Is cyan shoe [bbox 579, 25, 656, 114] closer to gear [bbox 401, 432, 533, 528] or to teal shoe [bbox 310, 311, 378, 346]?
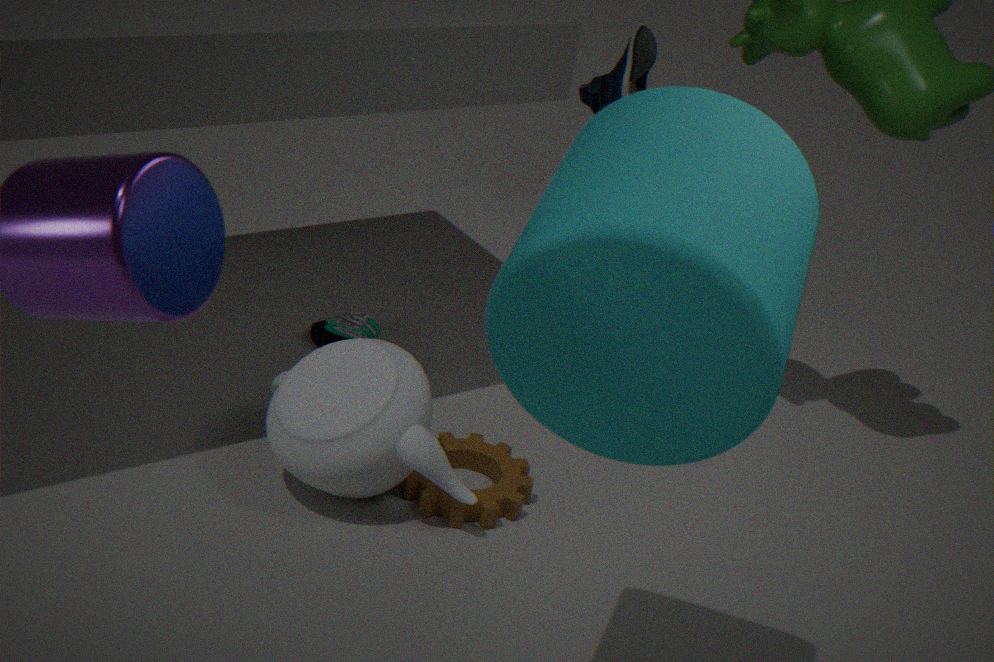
teal shoe [bbox 310, 311, 378, 346]
